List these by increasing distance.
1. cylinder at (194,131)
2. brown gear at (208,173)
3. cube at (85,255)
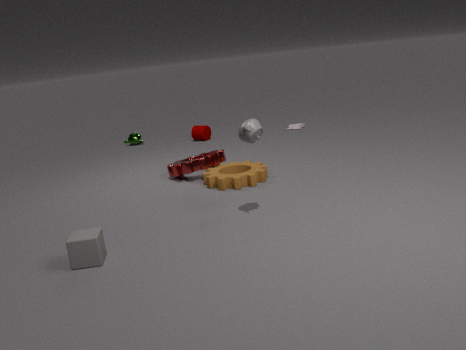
cube at (85,255)
brown gear at (208,173)
cylinder at (194,131)
